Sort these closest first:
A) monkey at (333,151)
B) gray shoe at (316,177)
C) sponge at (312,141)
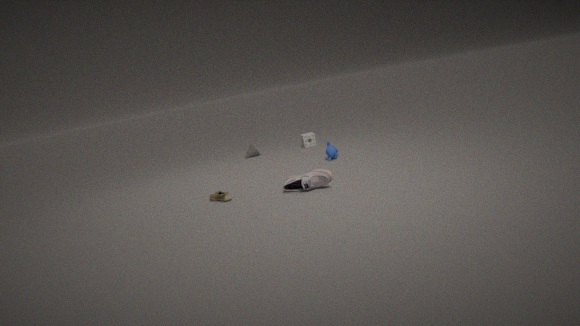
gray shoe at (316,177)
monkey at (333,151)
sponge at (312,141)
